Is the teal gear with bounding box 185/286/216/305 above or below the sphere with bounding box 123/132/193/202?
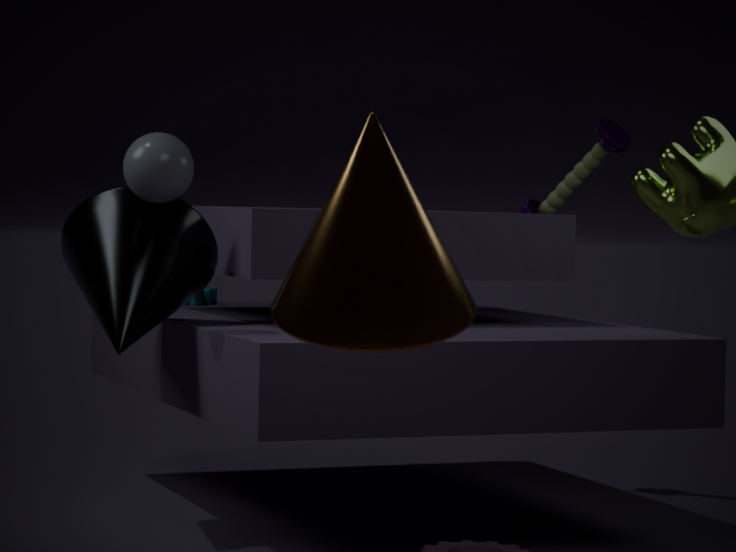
below
